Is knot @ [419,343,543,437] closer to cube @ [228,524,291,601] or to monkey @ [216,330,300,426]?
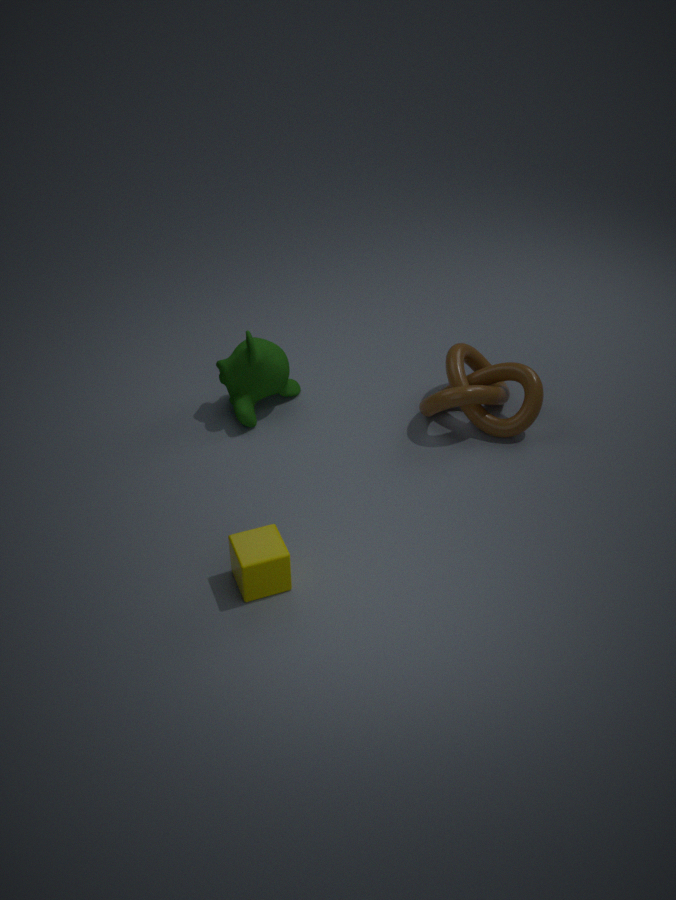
monkey @ [216,330,300,426]
